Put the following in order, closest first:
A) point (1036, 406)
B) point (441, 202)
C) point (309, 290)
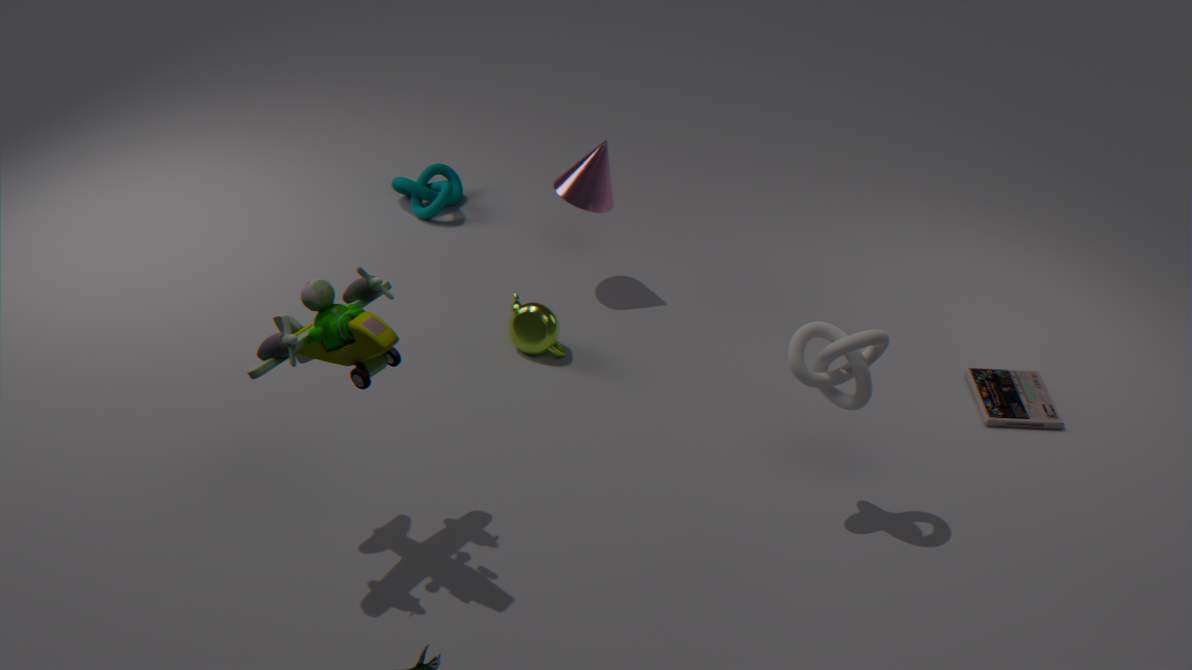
1. point (309, 290)
2. point (1036, 406)
3. point (441, 202)
